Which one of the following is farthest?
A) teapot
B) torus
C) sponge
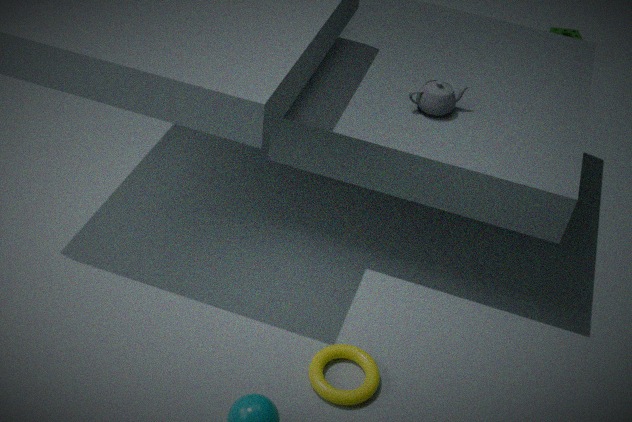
sponge
